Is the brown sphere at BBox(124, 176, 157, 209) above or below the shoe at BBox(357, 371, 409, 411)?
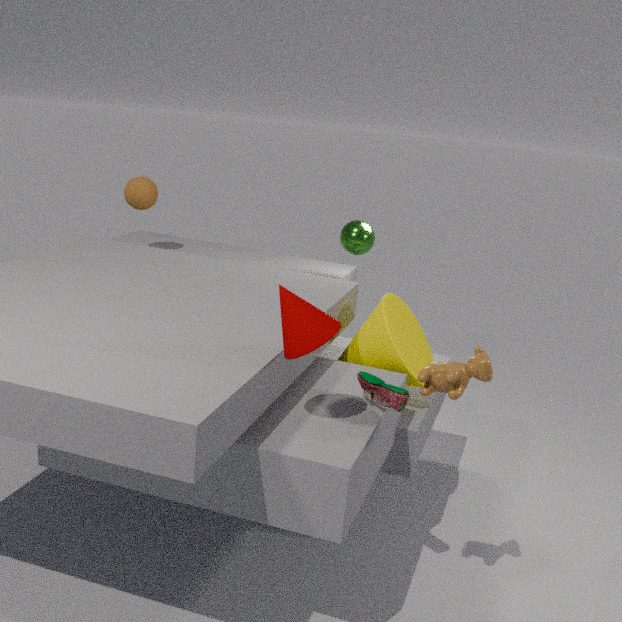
above
